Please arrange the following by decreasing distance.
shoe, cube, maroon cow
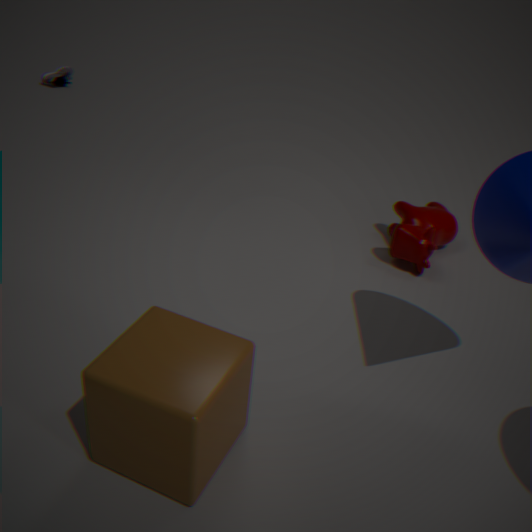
shoe → maroon cow → cube
